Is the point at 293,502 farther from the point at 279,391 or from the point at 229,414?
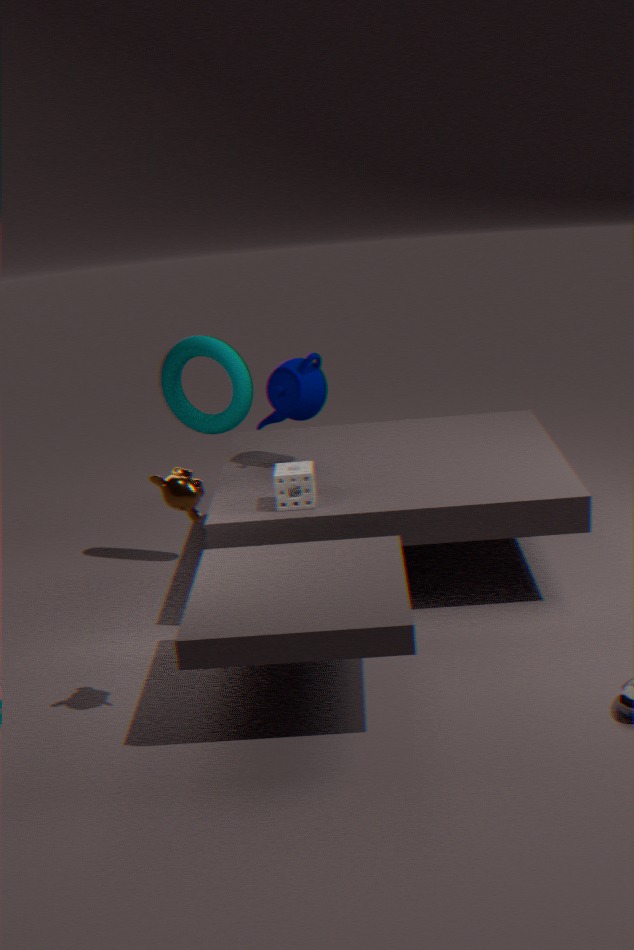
the point at 229,414
